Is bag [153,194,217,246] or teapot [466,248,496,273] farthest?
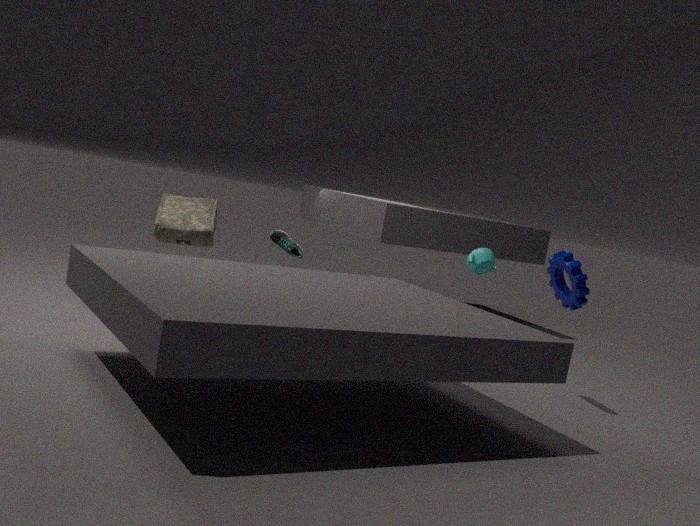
teapot [466,248,496,273]
